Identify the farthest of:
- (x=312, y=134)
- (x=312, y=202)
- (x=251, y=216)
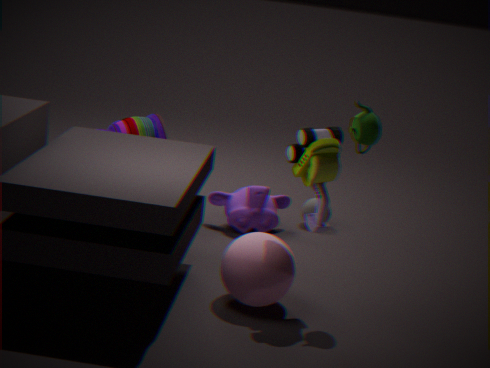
(x=312, y=202)
